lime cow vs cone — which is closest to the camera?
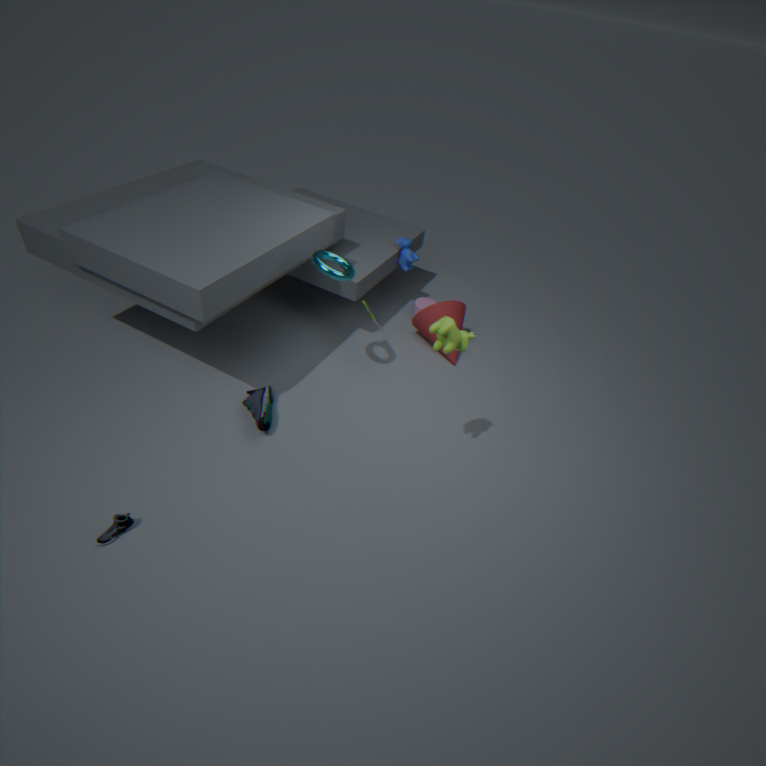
lime cow
